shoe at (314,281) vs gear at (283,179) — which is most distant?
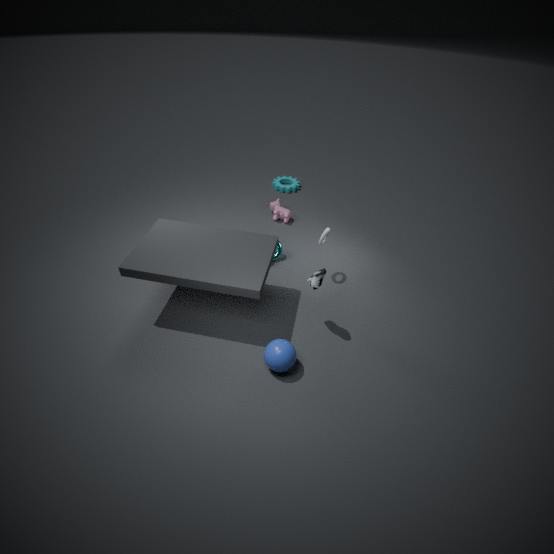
gear at (283,179)
